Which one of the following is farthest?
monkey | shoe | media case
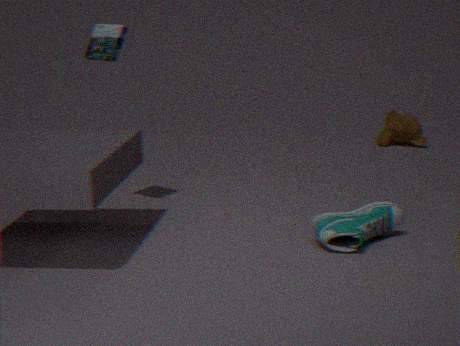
monkey
